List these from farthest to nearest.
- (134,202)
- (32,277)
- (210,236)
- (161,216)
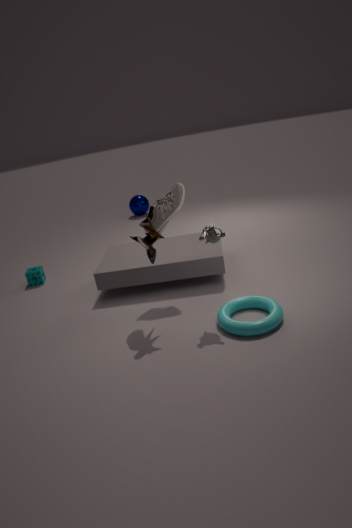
(134,202) → (32,277) → (161,216) → (210,236)
